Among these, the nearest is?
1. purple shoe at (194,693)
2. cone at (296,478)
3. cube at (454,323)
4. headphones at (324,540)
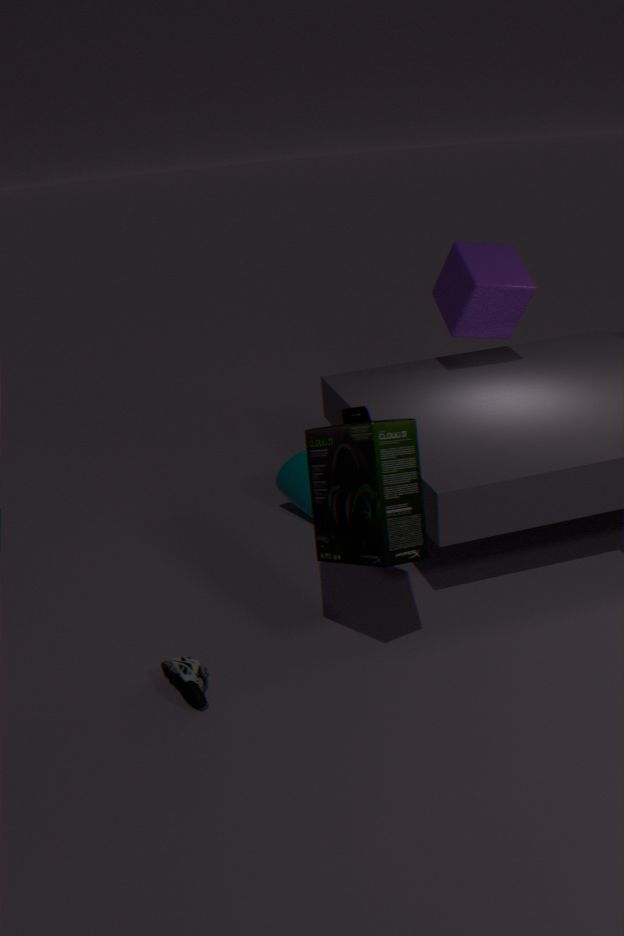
headphones at (324,540)
